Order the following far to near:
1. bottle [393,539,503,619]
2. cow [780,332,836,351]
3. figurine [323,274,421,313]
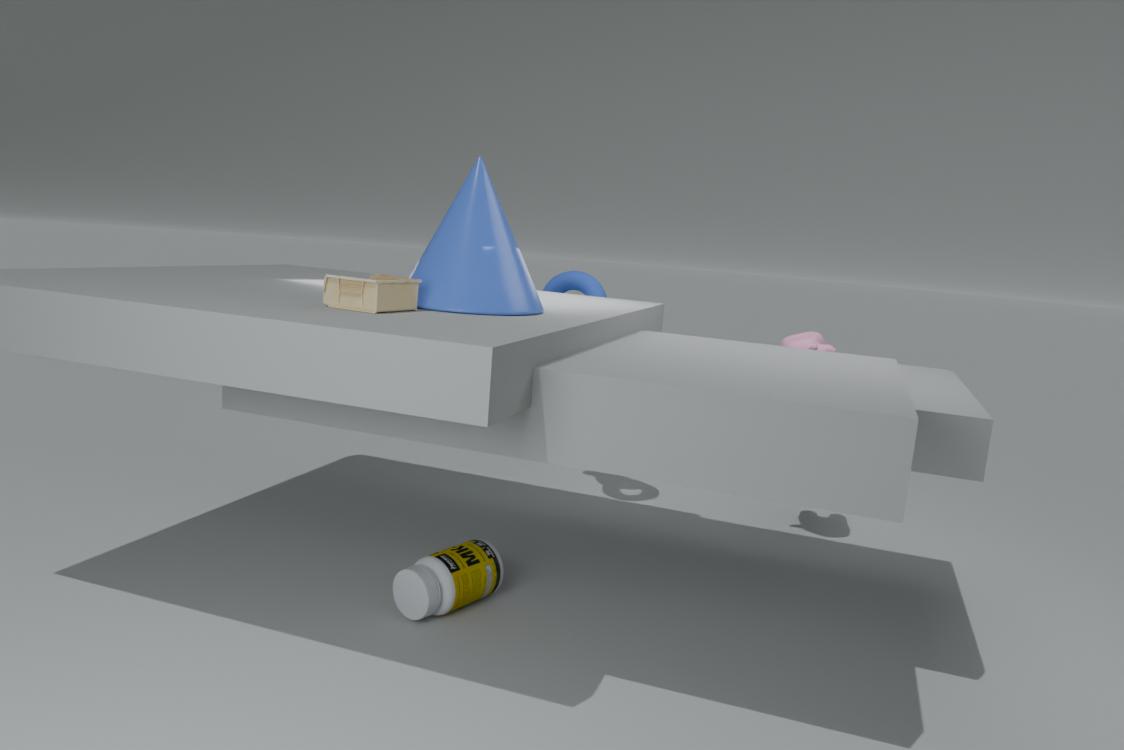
cow [780,332,836,351]
bottle [393,539,503,619]
figurine [323,274,421,313]
